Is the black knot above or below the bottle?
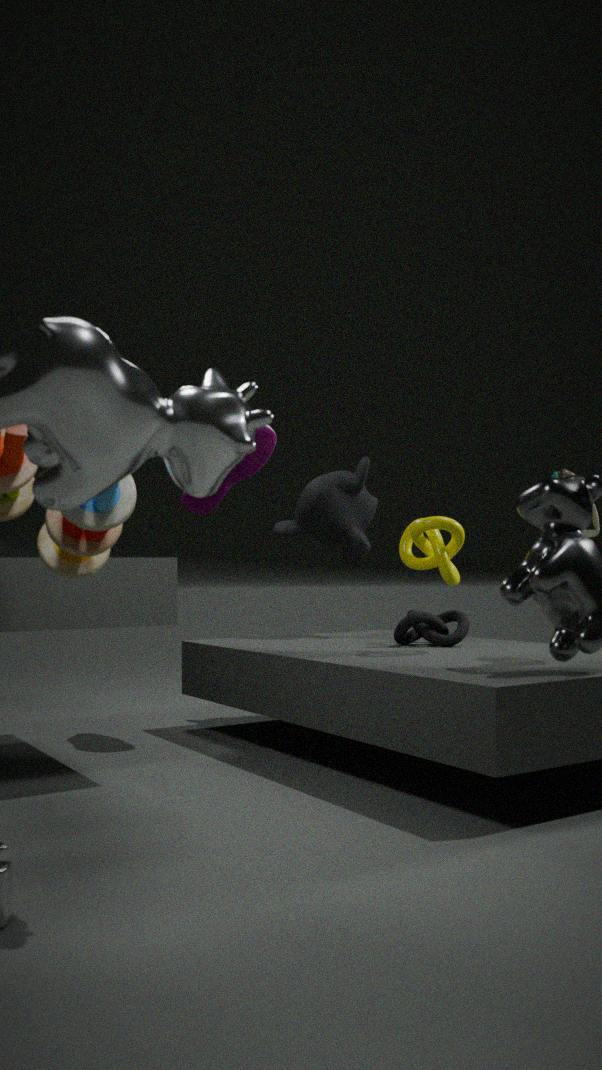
below
